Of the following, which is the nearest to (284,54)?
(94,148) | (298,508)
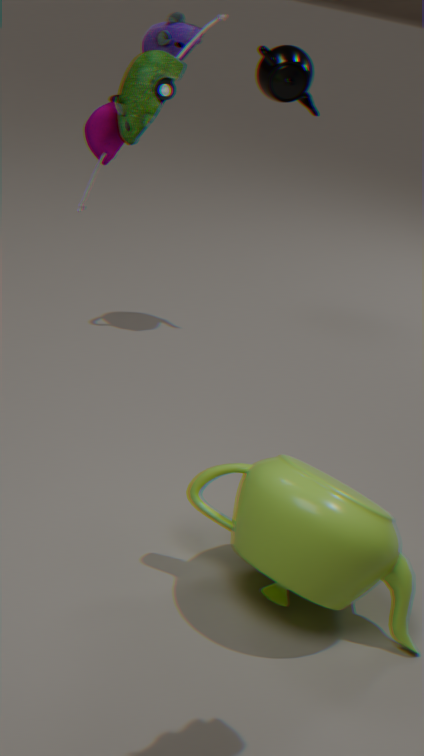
(94,148)
